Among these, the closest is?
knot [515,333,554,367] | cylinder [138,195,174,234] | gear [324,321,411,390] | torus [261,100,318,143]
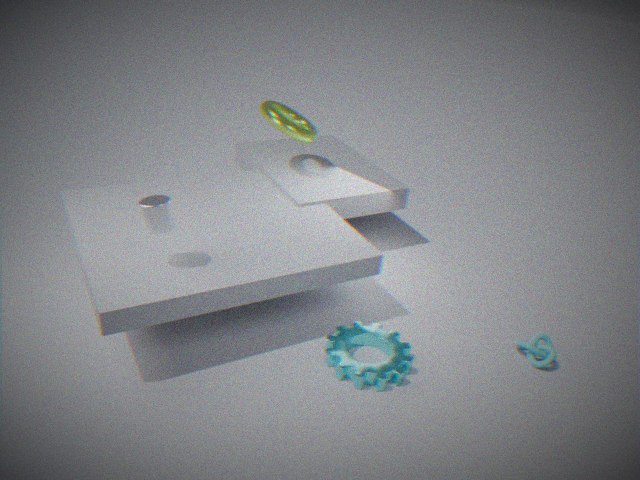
cylinder [138,195,174,234]
